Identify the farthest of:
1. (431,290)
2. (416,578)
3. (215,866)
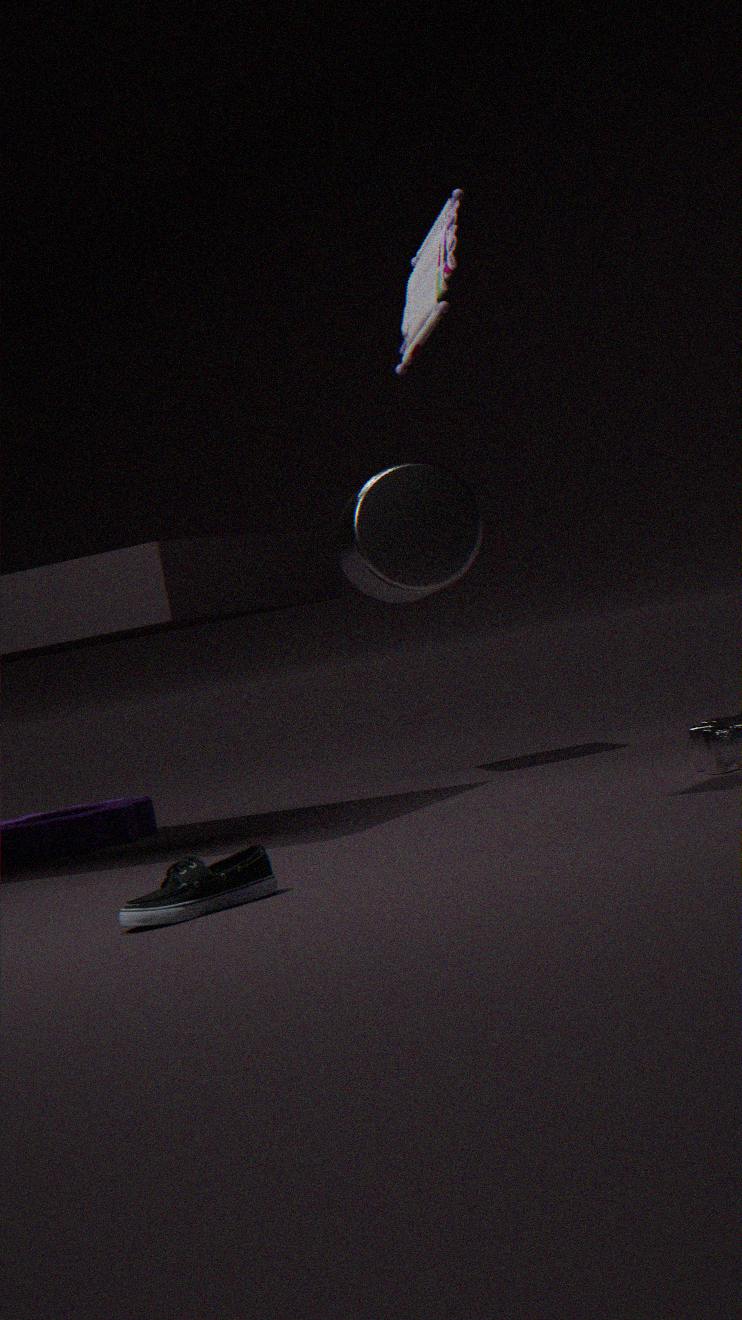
(416,578)
